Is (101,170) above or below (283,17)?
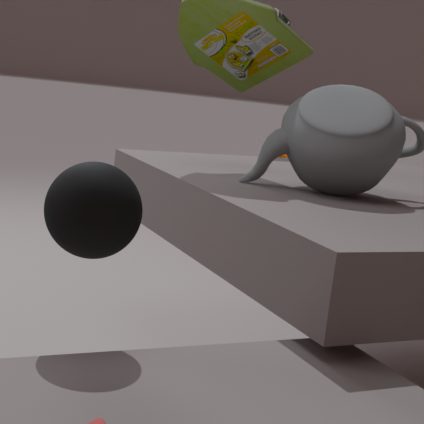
below
